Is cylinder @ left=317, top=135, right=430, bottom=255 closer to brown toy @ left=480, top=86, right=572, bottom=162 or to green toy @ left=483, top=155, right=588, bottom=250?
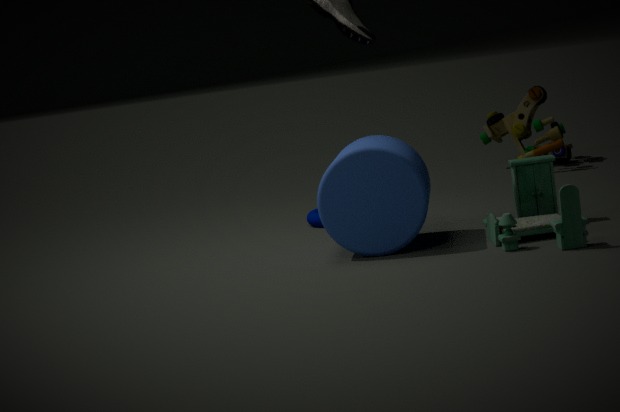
green toy @ left=483, top=155, right=588, bottom=250
